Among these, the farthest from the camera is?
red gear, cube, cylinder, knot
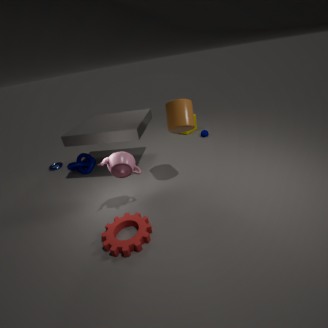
cube
